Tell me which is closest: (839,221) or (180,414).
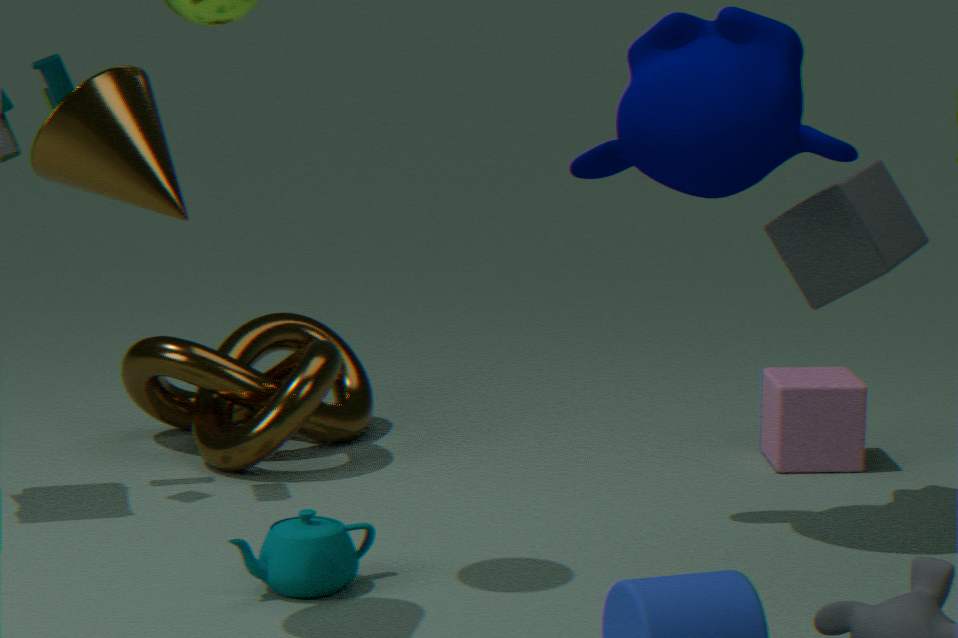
(839,221)
